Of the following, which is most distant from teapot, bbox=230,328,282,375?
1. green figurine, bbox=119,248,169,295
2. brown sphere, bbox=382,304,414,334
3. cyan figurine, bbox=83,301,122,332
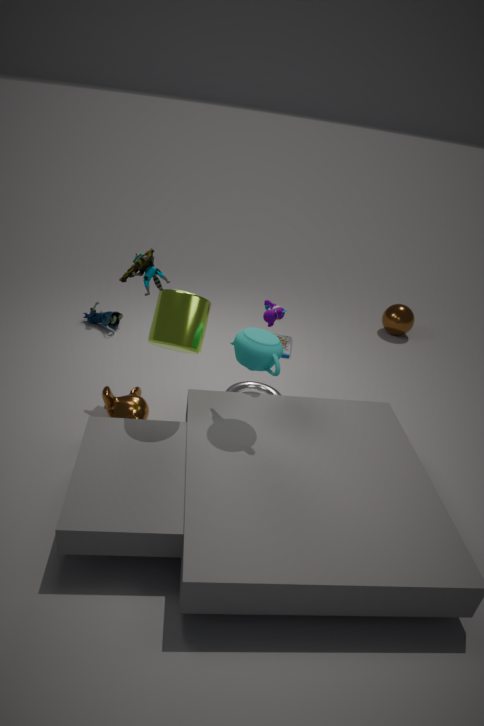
brown sphere, bbox=382,304,414,334
